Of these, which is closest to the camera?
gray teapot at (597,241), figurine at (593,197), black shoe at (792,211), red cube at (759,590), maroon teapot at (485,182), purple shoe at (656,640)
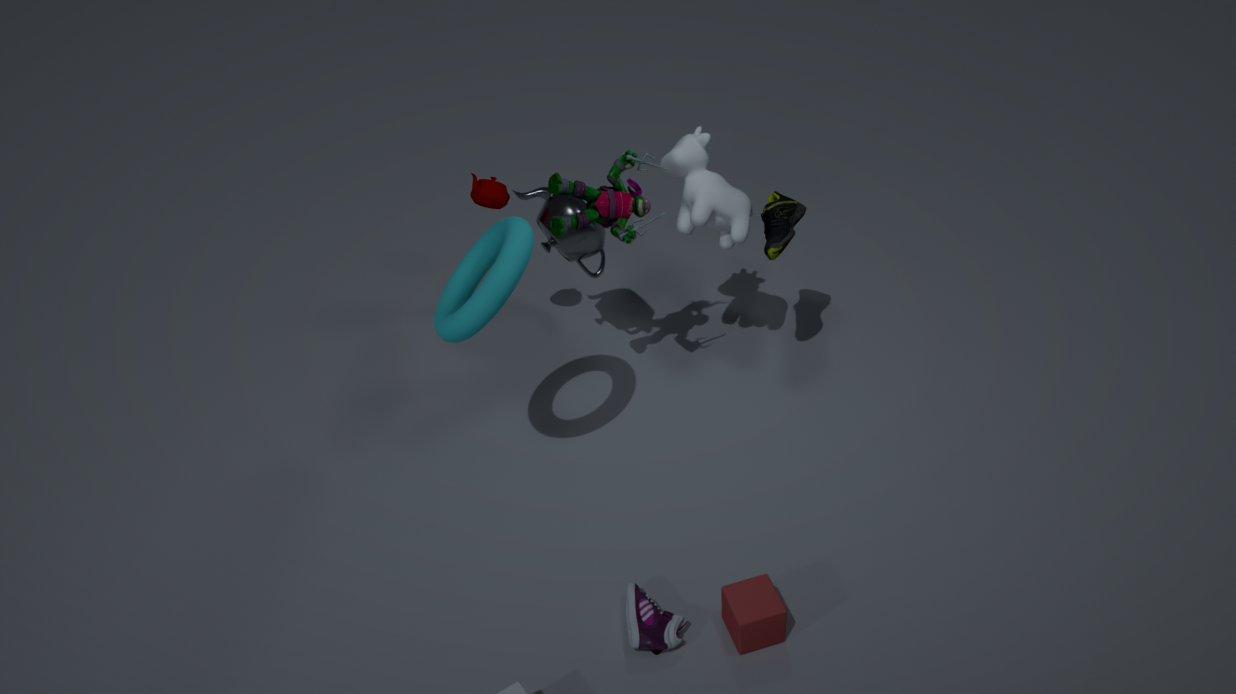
red cube at (759,590)
